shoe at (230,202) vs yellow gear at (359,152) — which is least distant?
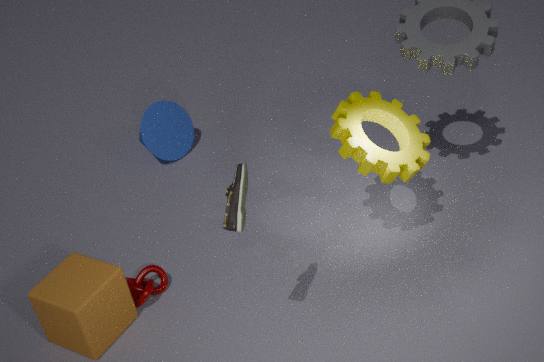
shoe at (230,202)
